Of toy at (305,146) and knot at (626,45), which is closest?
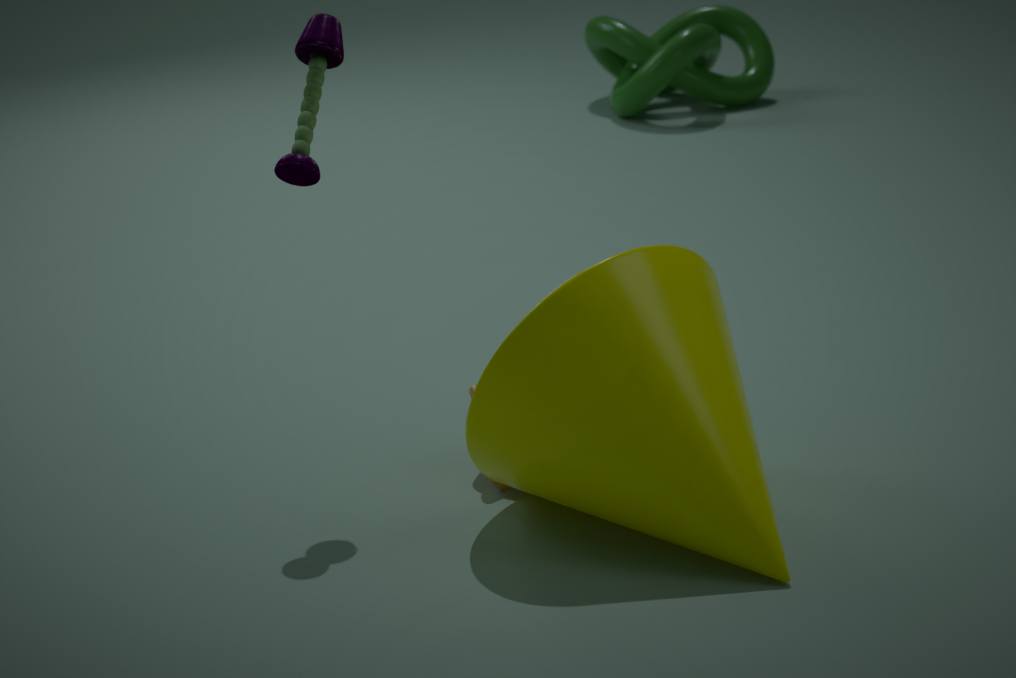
toy at (305,146)
